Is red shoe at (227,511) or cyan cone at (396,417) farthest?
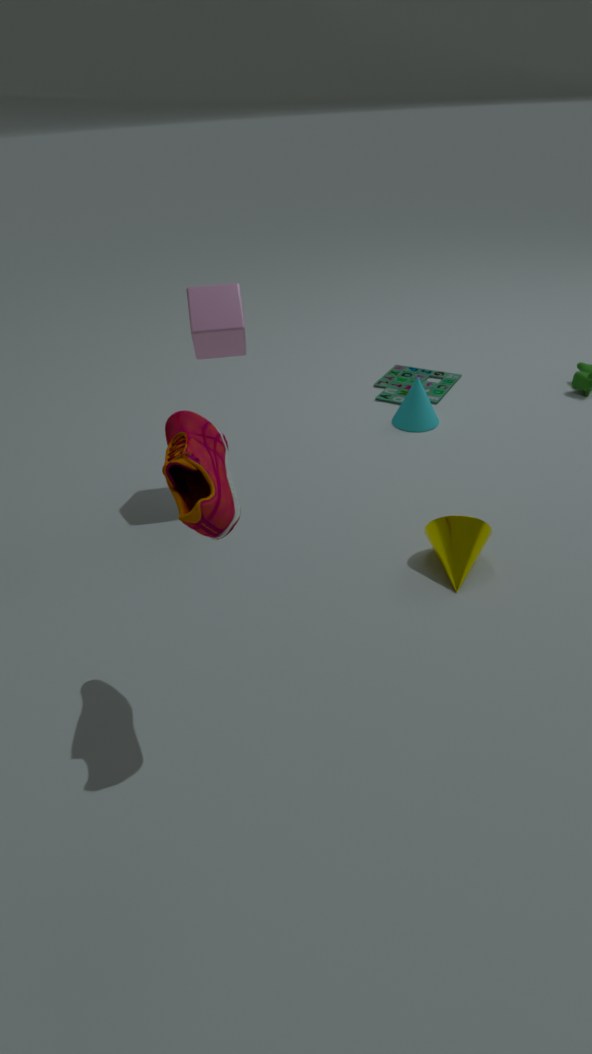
cyan cone at (396,417)
